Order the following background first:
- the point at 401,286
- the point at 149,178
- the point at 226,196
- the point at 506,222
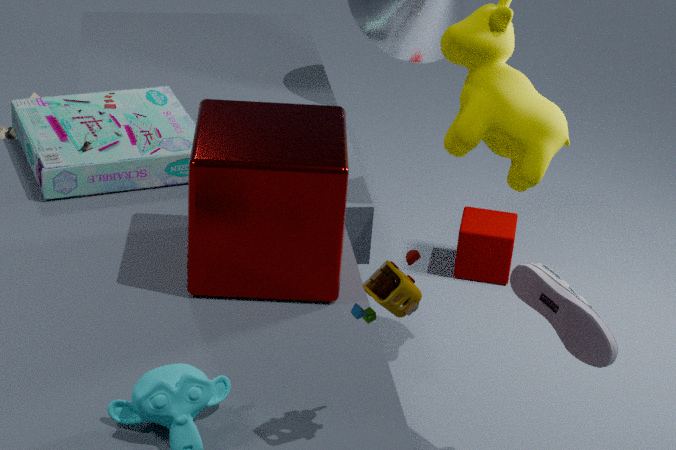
1. the point at 506,222
2. the point at 149,178
3. the point at 226,196
4. the point at 401,286
